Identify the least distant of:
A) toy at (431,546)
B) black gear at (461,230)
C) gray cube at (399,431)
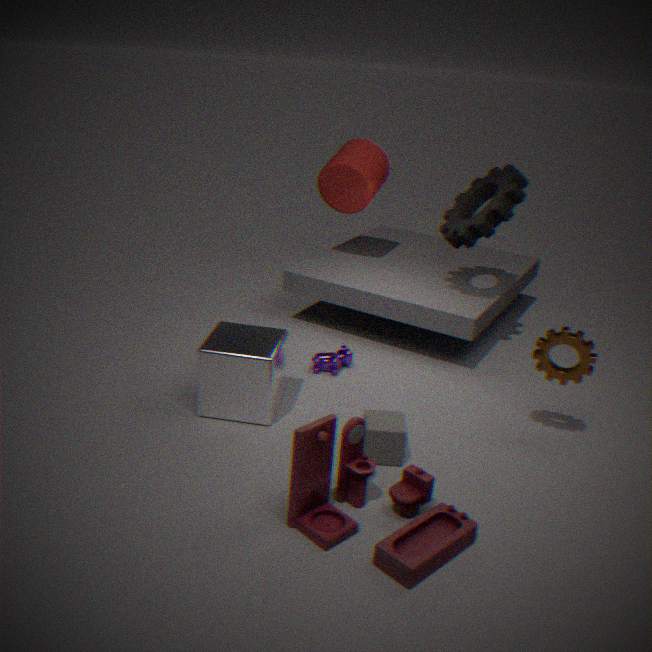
toy at (431,546)
